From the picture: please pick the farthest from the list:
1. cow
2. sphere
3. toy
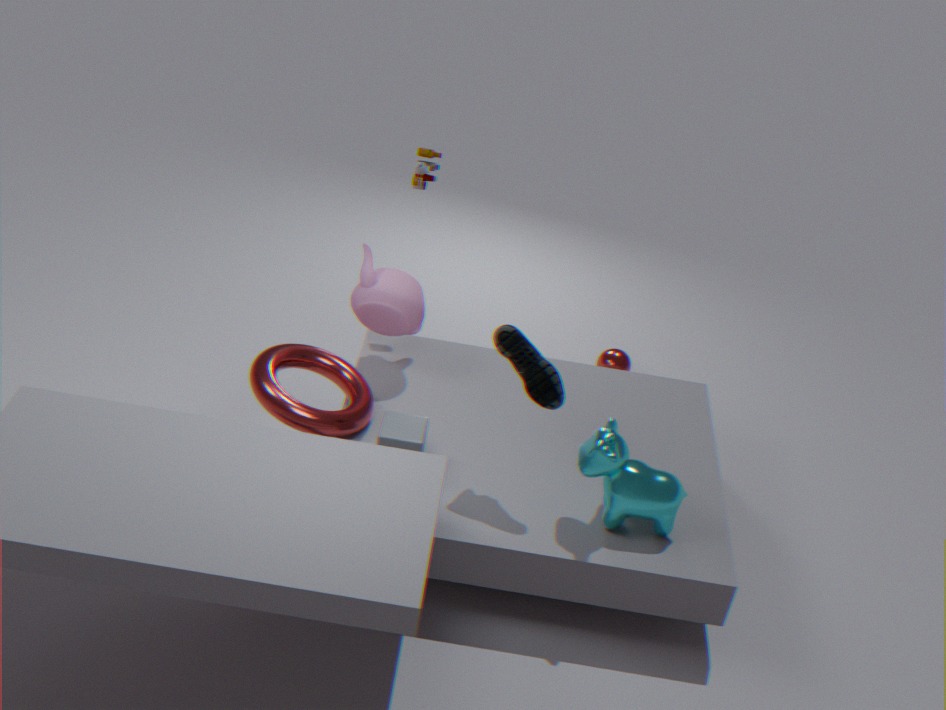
sphere
